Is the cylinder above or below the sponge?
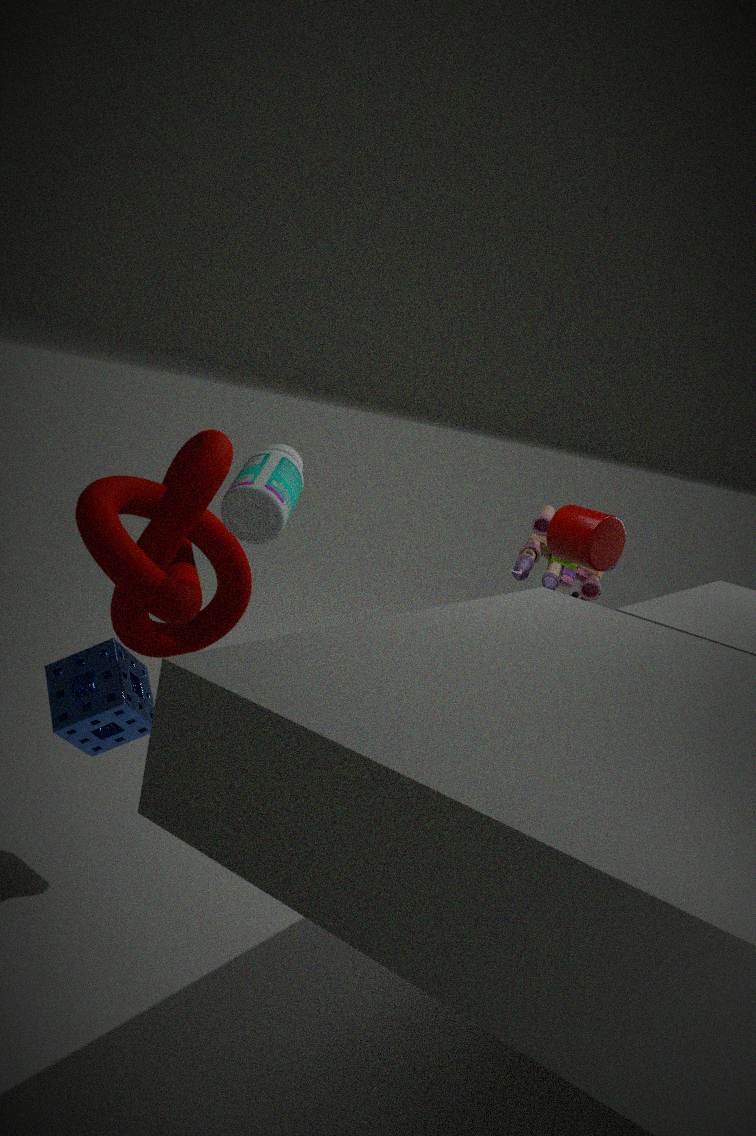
above
